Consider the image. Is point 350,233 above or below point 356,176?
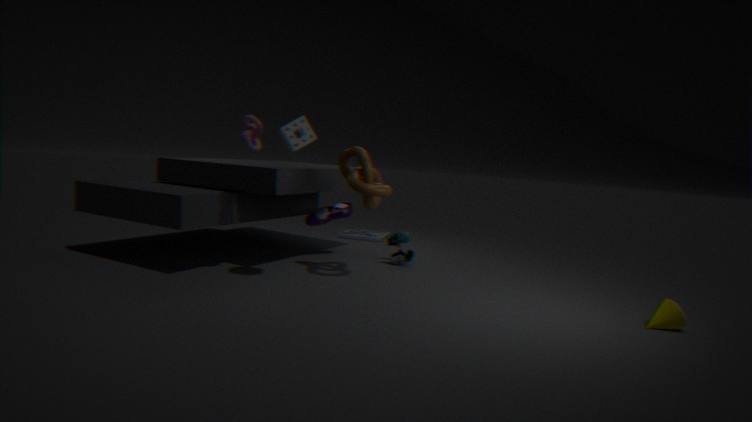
below
